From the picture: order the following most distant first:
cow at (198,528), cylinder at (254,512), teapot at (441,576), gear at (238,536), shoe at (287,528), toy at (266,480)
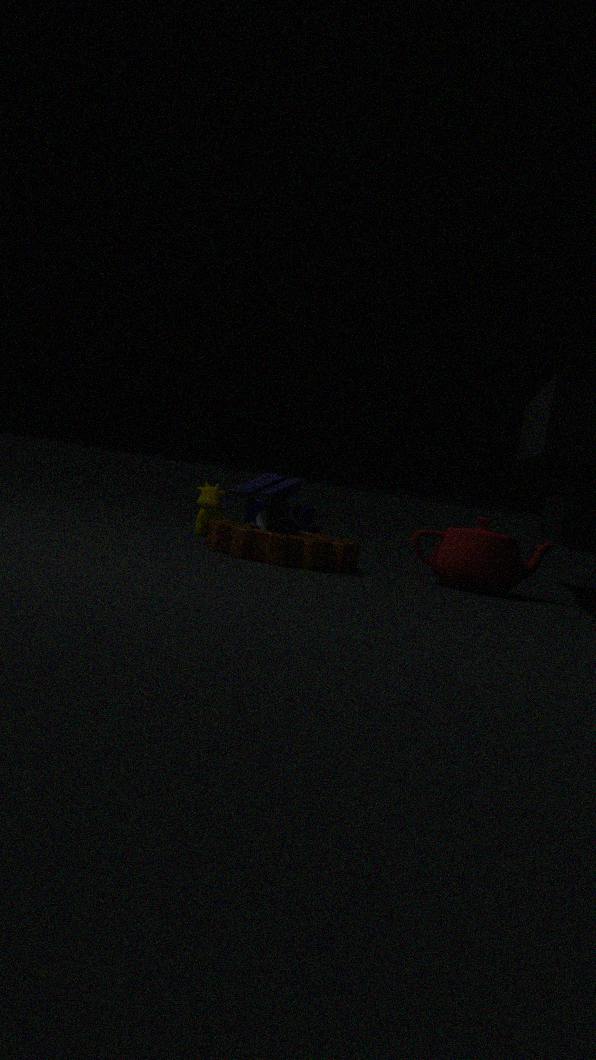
1. toy at (266,480)
2. cylinder at (254,512)
3. cow at (198,528)
4. shoe at (287,528)
5. teapot at (441,576)
6. gear at (238,536)
